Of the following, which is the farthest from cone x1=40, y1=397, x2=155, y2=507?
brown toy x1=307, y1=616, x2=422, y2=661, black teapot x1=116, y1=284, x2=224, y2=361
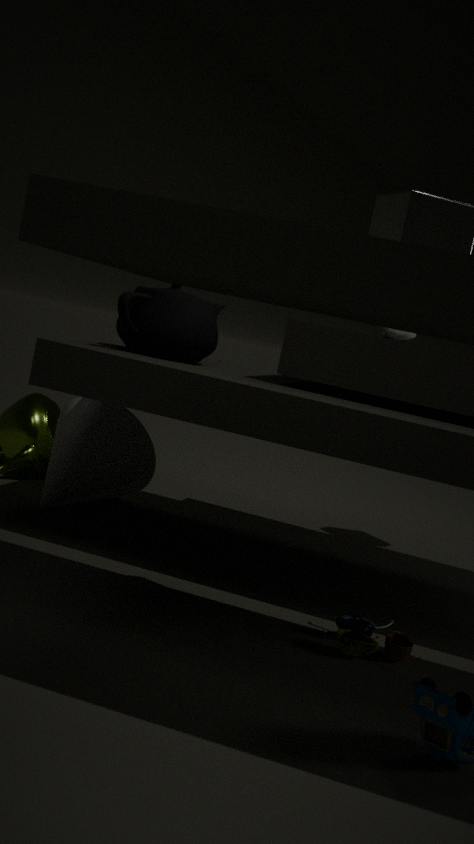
brown toy x1=307, y1=616, x2=422, y2=661
